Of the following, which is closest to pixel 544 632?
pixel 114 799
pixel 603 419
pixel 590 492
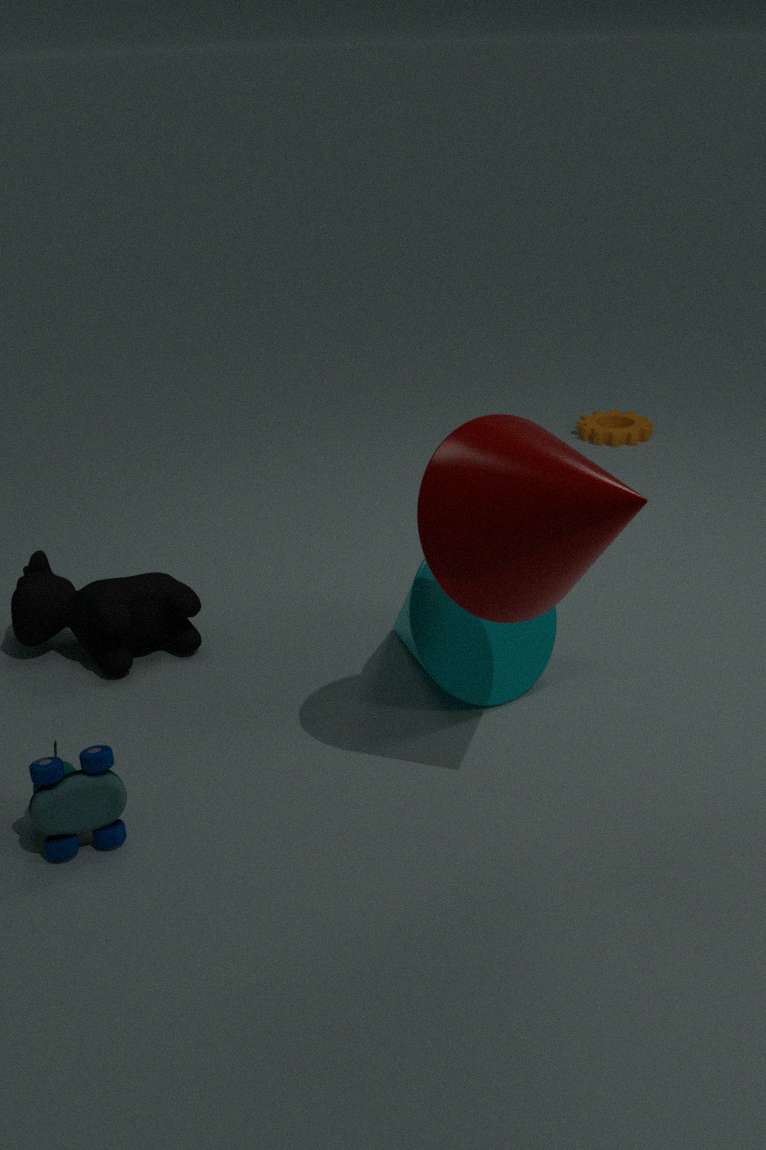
pixel 590 492
